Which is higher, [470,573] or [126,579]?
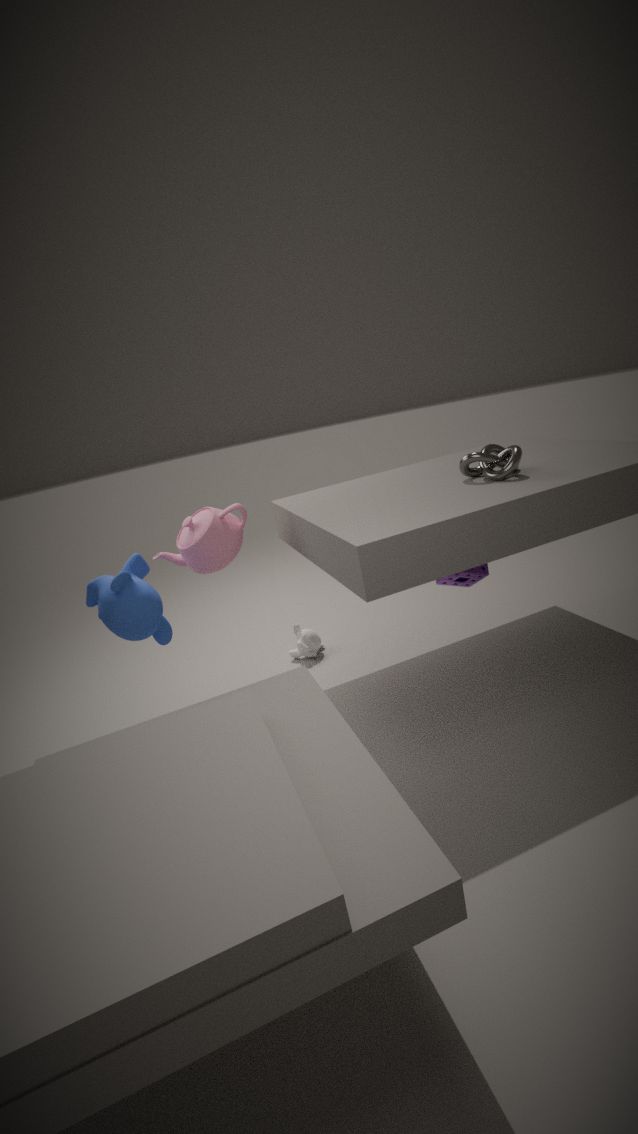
[126,579]
